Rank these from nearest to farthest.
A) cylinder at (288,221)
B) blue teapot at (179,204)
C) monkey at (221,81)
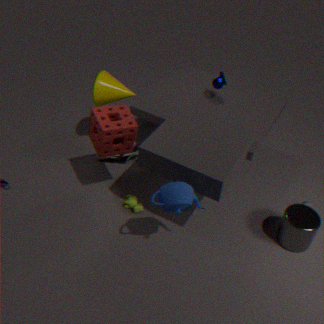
blue teapot at (179,204), cylinder at (288,221), monkey at (221,81)
